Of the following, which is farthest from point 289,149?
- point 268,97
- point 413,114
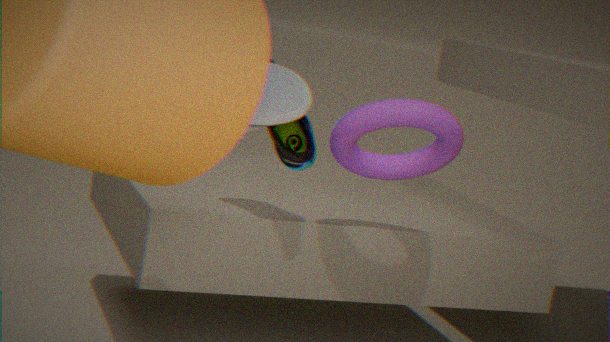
point 268,97
